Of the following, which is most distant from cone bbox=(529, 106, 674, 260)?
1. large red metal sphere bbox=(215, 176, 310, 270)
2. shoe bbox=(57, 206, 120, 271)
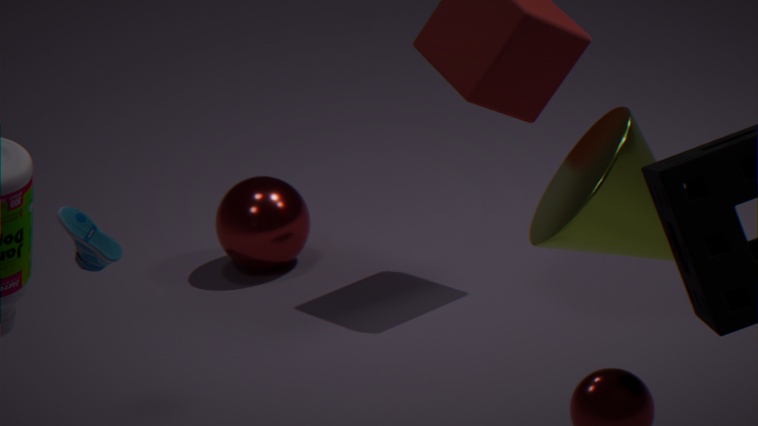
large red metal sphere bbox=(215, 176, 310, 270)
